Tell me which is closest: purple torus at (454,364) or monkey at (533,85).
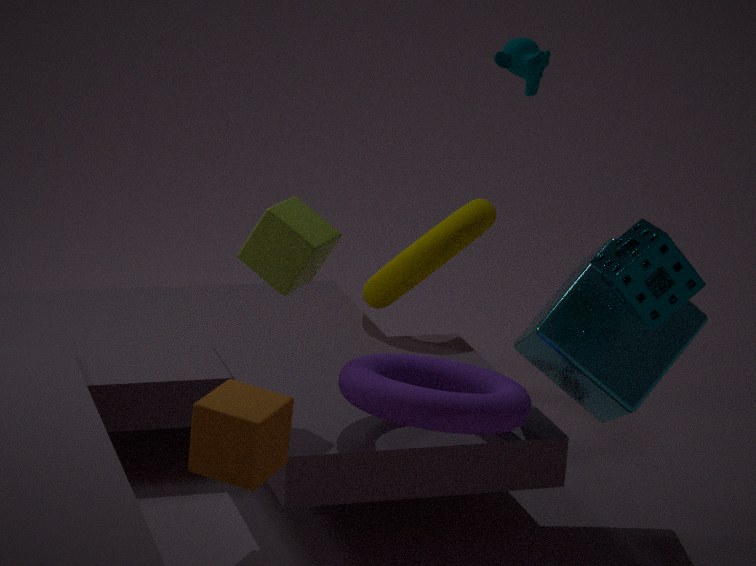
purple torus at (454,364)
